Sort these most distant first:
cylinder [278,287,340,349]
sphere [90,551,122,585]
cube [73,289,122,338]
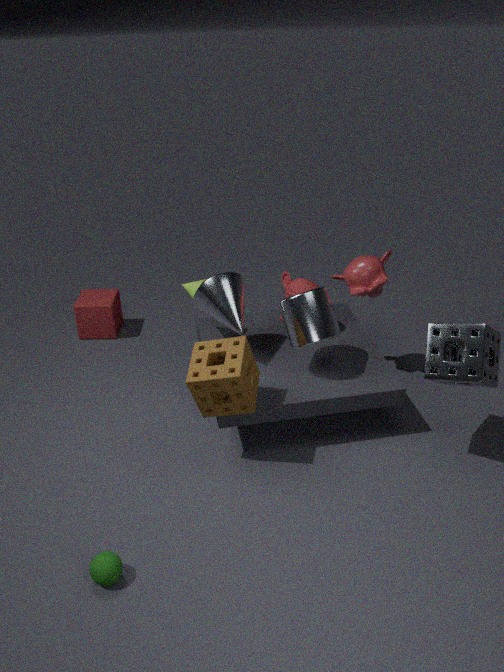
1. cube [73,289,122,338]
2. cylinder [278,287,340,349]
3. sphere [90,551,122,585]
